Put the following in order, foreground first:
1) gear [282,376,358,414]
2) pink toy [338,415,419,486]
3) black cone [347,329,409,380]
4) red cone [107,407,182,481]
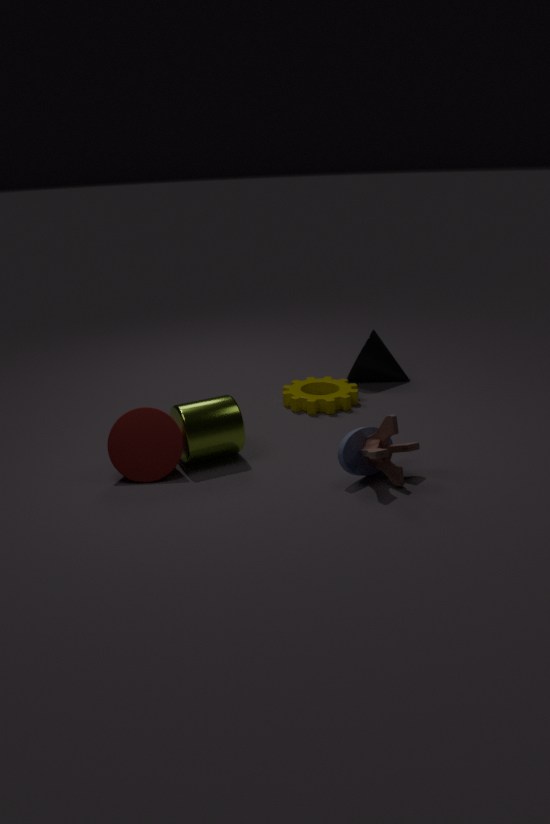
1. 2. pink toy [338,415,419,486]
2. 4. red cone [107,407,182,481]
3. 1. gear [282,376,358,414]
4. 3. black cone [347,329,409,380]
